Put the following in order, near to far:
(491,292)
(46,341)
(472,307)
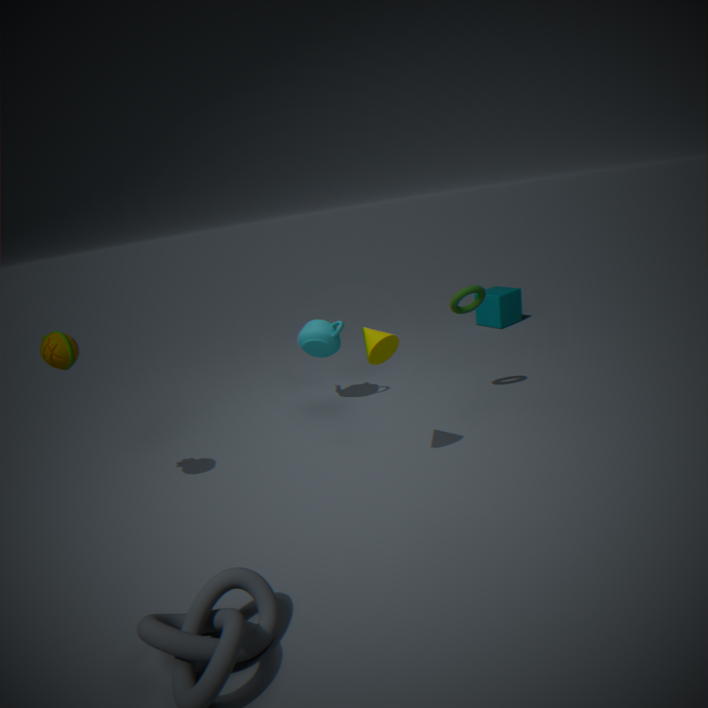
(46,341) < (472,307) < (491,292)
